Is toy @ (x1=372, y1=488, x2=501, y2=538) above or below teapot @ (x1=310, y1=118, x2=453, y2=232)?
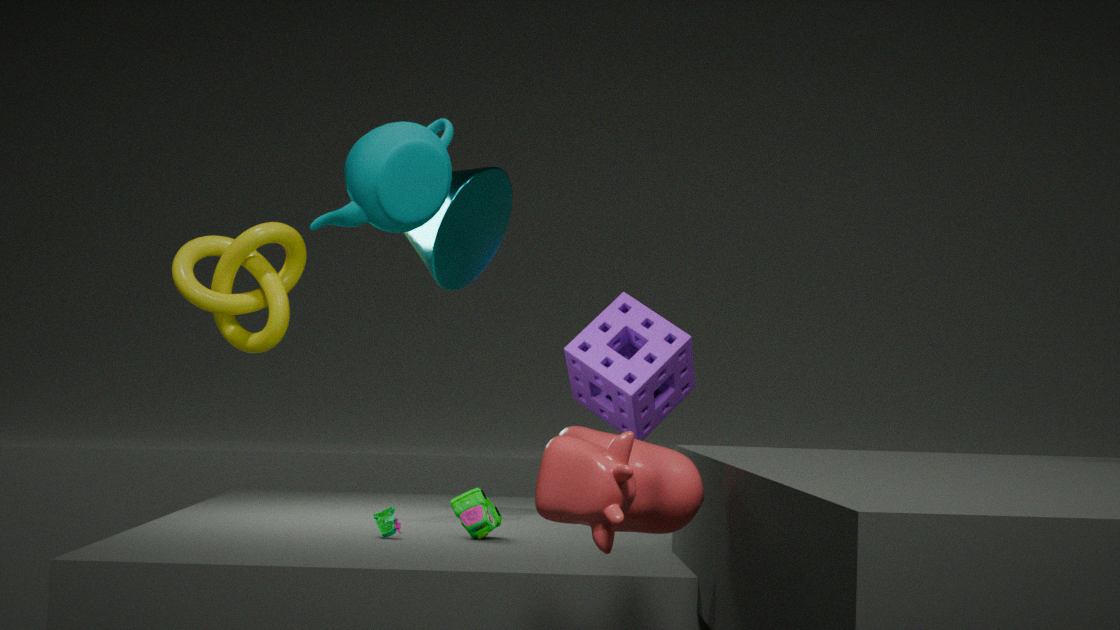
below
